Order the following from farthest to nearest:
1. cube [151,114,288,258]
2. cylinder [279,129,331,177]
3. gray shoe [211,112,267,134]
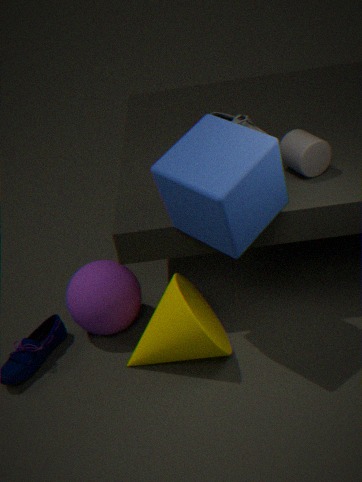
1. gray shoe [211,112,267,134]
2. cylinder [279,129,331,177]
3. cube [151,114,288,258]
